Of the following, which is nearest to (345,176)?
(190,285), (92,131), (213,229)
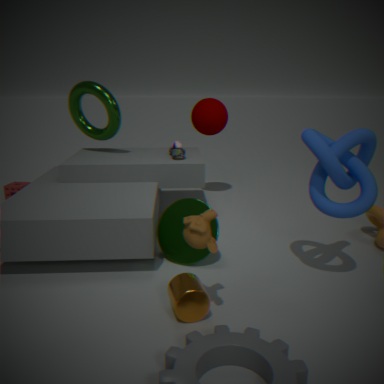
(213,229)
